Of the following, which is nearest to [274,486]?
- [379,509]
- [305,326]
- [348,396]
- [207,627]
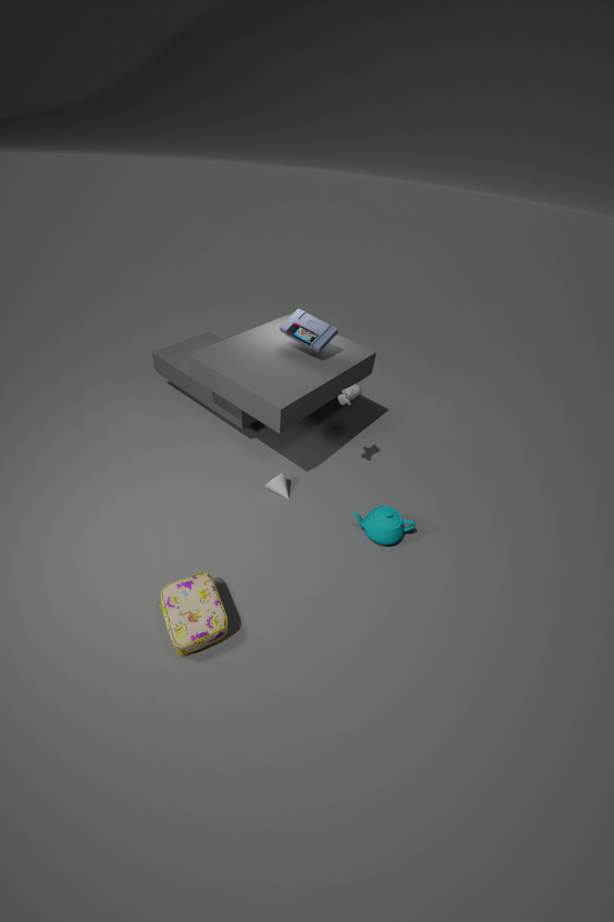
[379,509]
